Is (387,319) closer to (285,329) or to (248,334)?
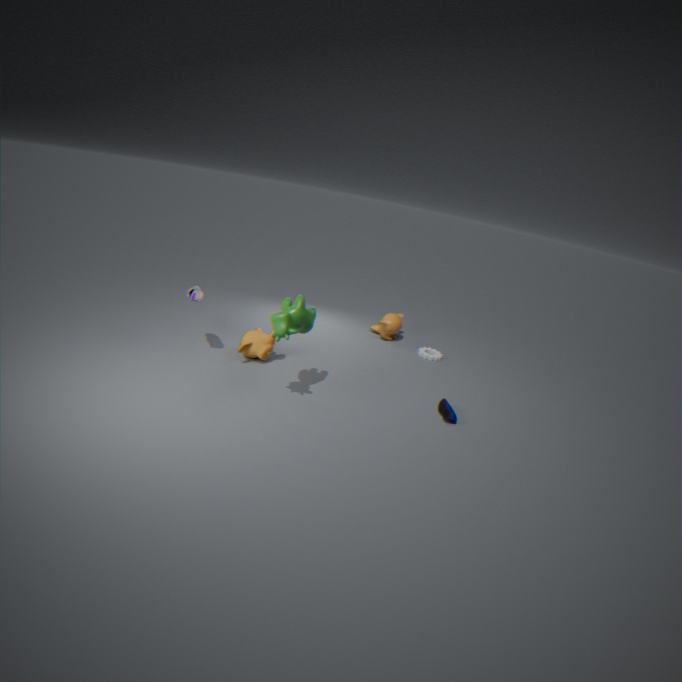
(248,334)
